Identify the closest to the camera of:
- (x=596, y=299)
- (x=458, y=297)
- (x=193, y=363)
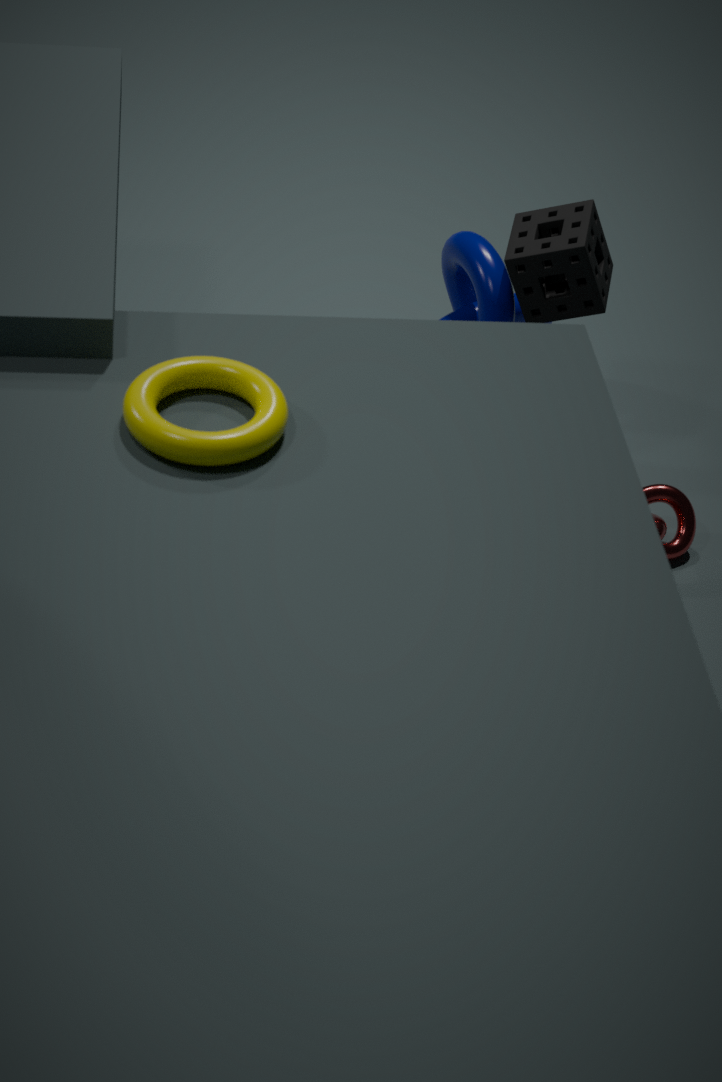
(x=193, y=363)
